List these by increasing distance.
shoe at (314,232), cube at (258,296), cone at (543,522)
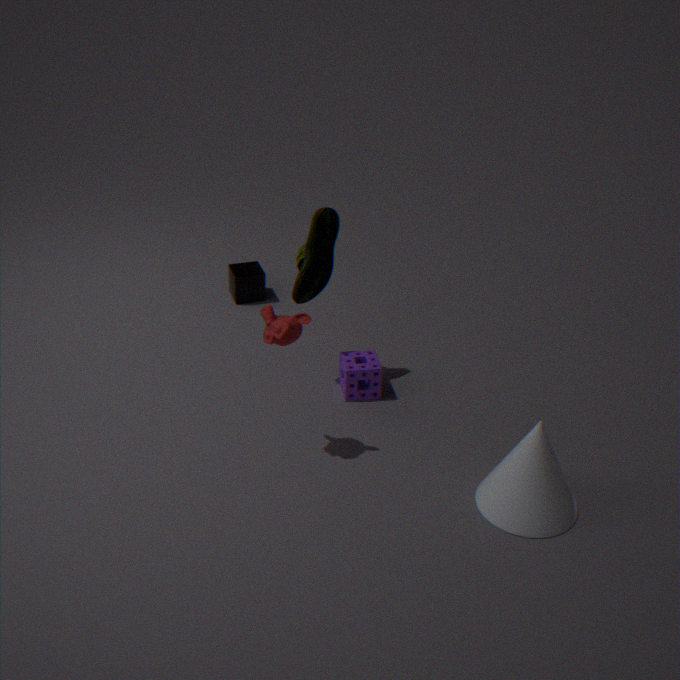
cone at (543,522)
shoe at (314,232)
cube at (258,296)
